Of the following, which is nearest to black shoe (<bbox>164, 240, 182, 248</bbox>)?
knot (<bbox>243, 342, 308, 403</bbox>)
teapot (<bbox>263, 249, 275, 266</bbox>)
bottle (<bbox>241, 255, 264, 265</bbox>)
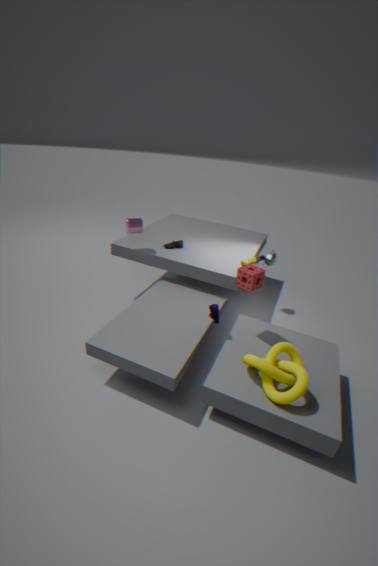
bottle (<bbox>241, 255, 264, 265</bbox>)
